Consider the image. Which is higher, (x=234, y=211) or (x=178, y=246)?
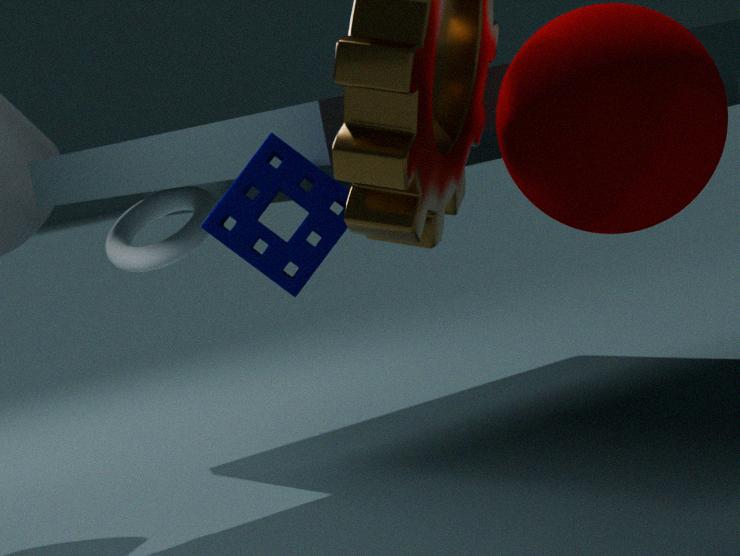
(x=234, y=211)
